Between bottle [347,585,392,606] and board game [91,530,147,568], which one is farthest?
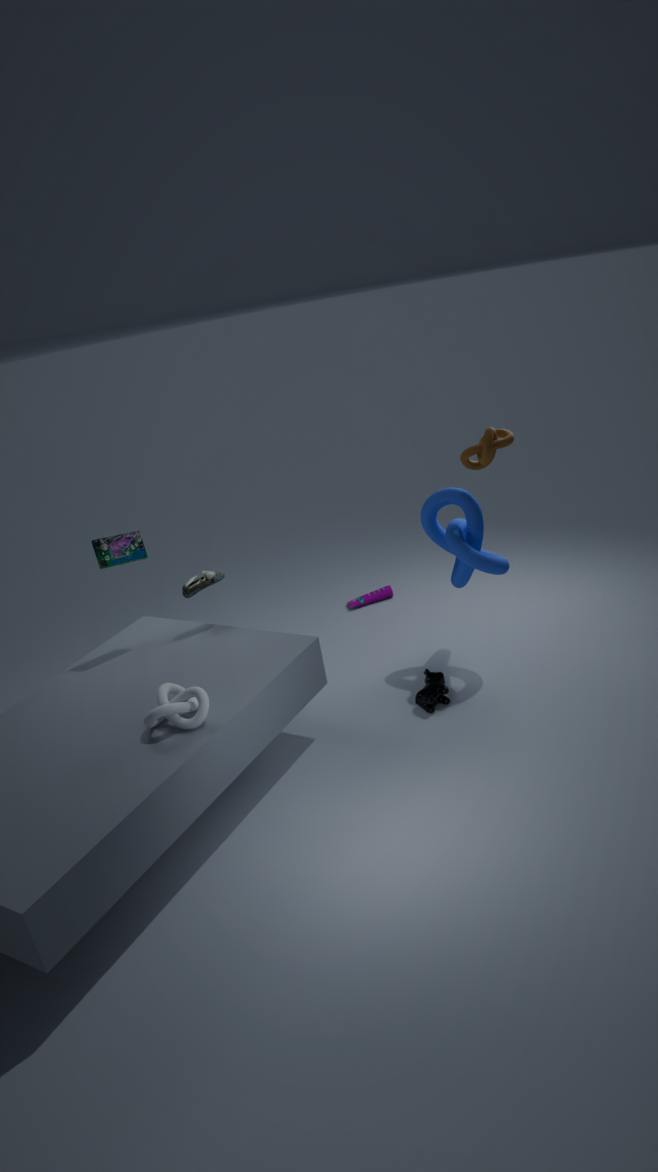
bottle [347,585,392,606]
